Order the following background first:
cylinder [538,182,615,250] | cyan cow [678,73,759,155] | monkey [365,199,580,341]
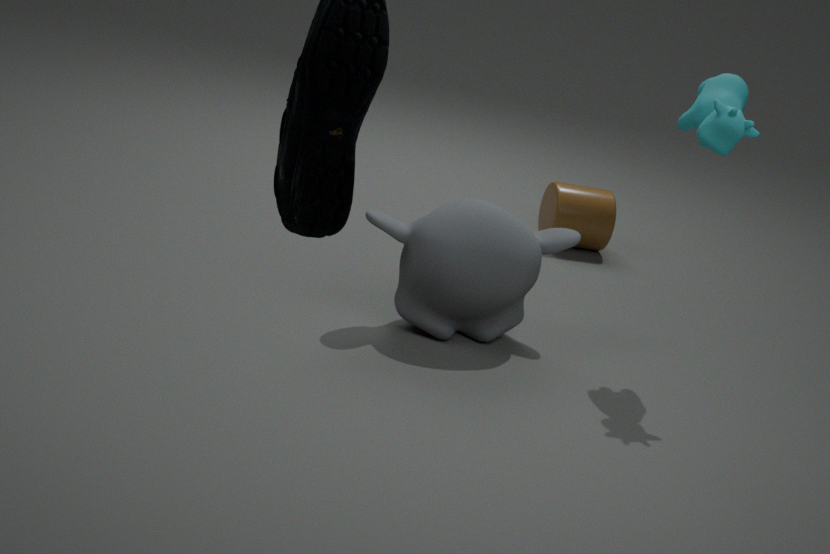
1. cylinder [538,182,615,250]
2. monkey [365,199,580,341]
3. cyan cow [678,73,759,155]
